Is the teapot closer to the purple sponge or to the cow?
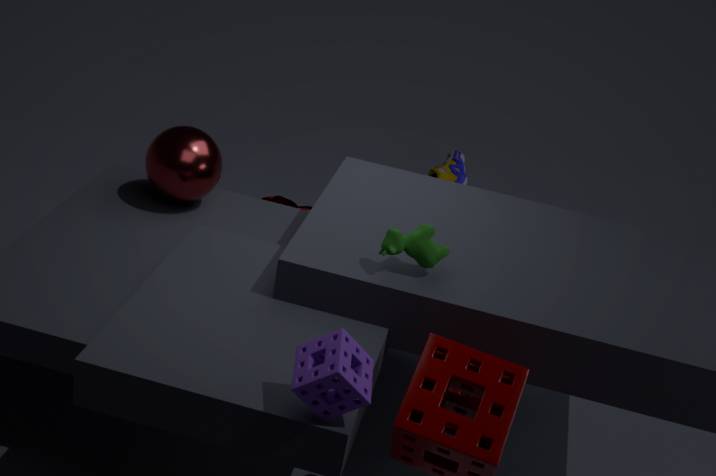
the cow
